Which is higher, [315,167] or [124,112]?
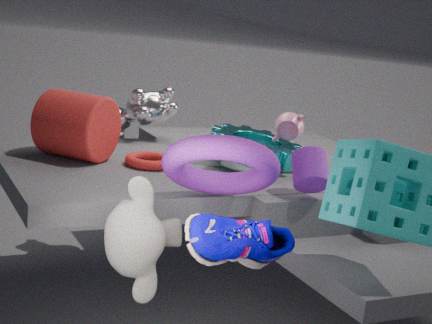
[124,112]
